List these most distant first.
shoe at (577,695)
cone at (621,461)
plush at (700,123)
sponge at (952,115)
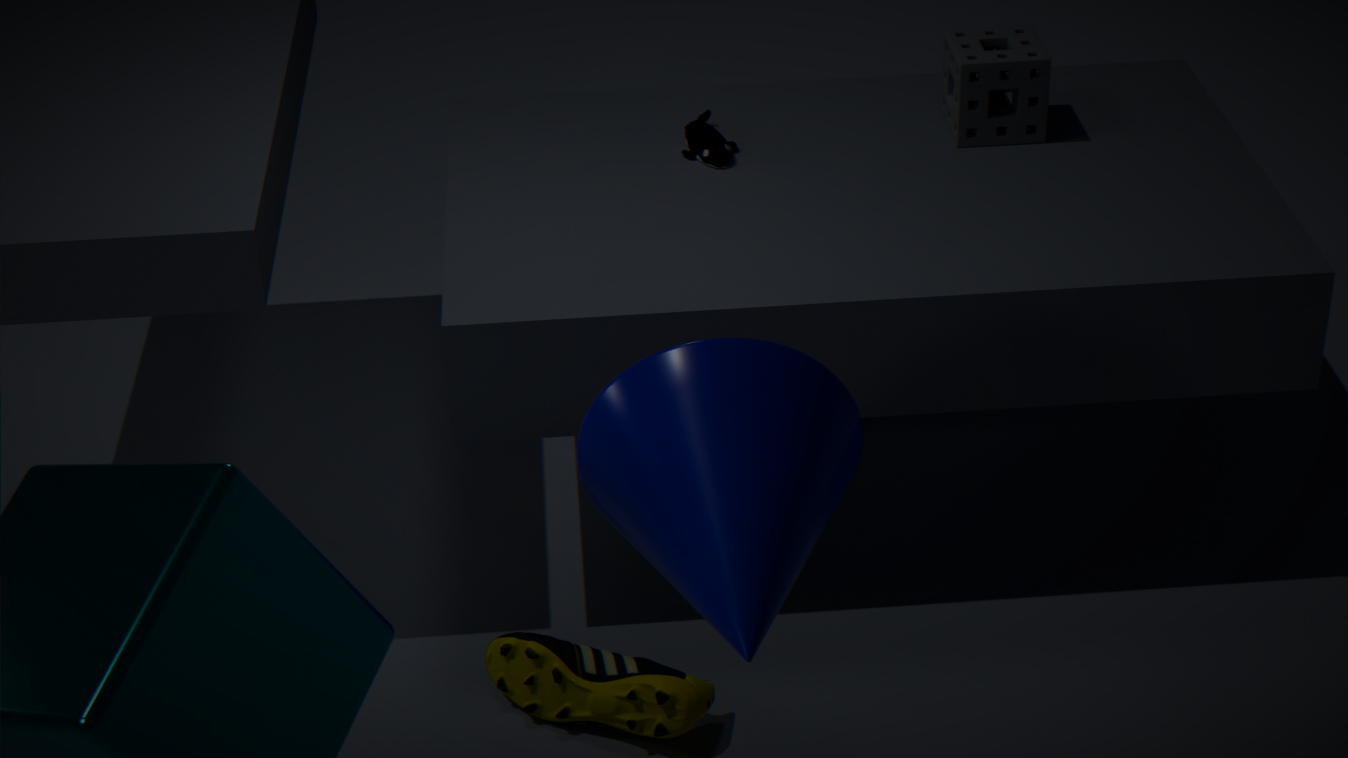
plush at (700,123)
sponge at (952,115)
shoe at (577,695)
cone at (621,461)
